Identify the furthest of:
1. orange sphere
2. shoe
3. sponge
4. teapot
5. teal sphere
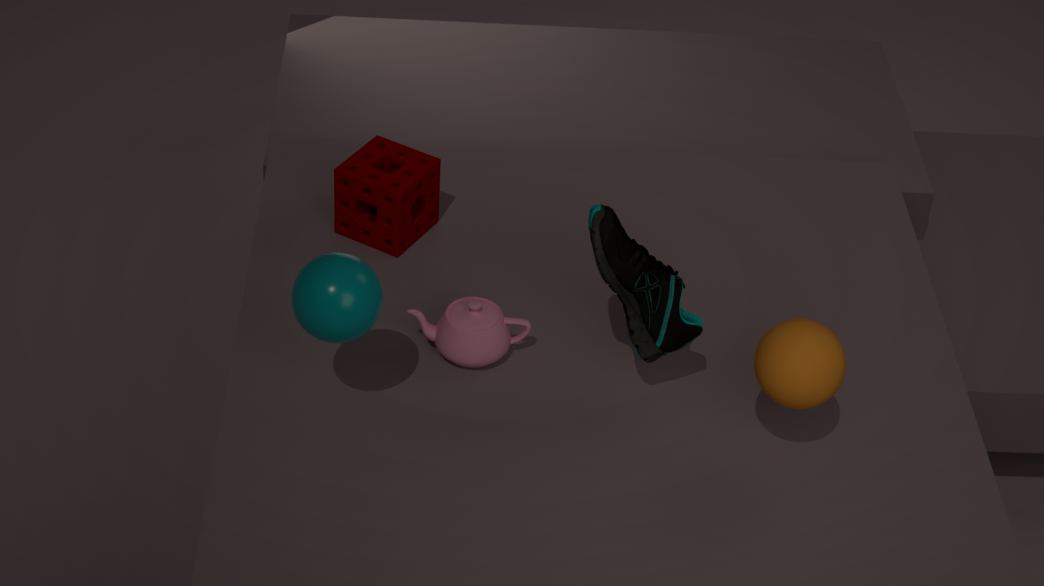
sponge
